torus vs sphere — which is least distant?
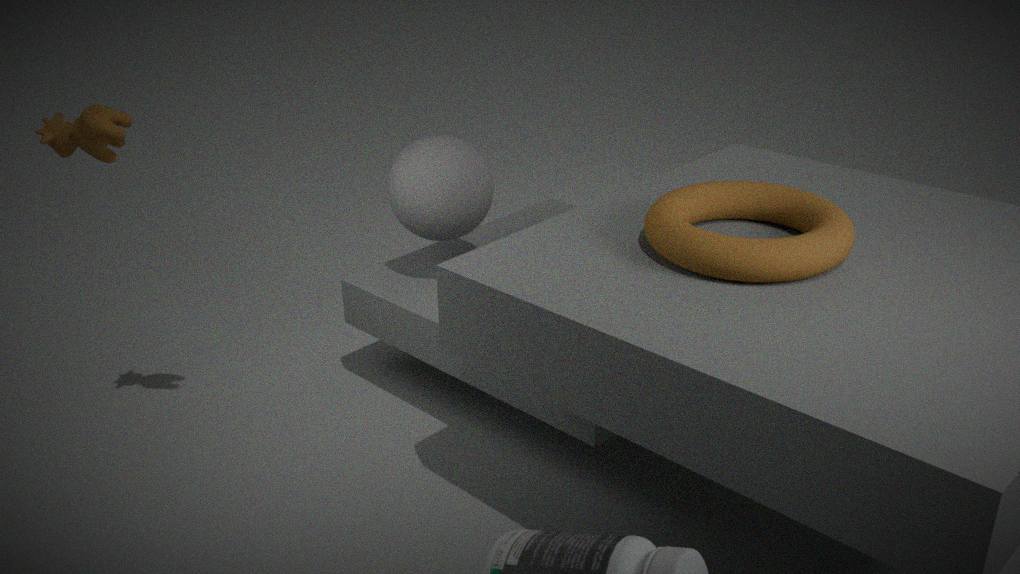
torus
